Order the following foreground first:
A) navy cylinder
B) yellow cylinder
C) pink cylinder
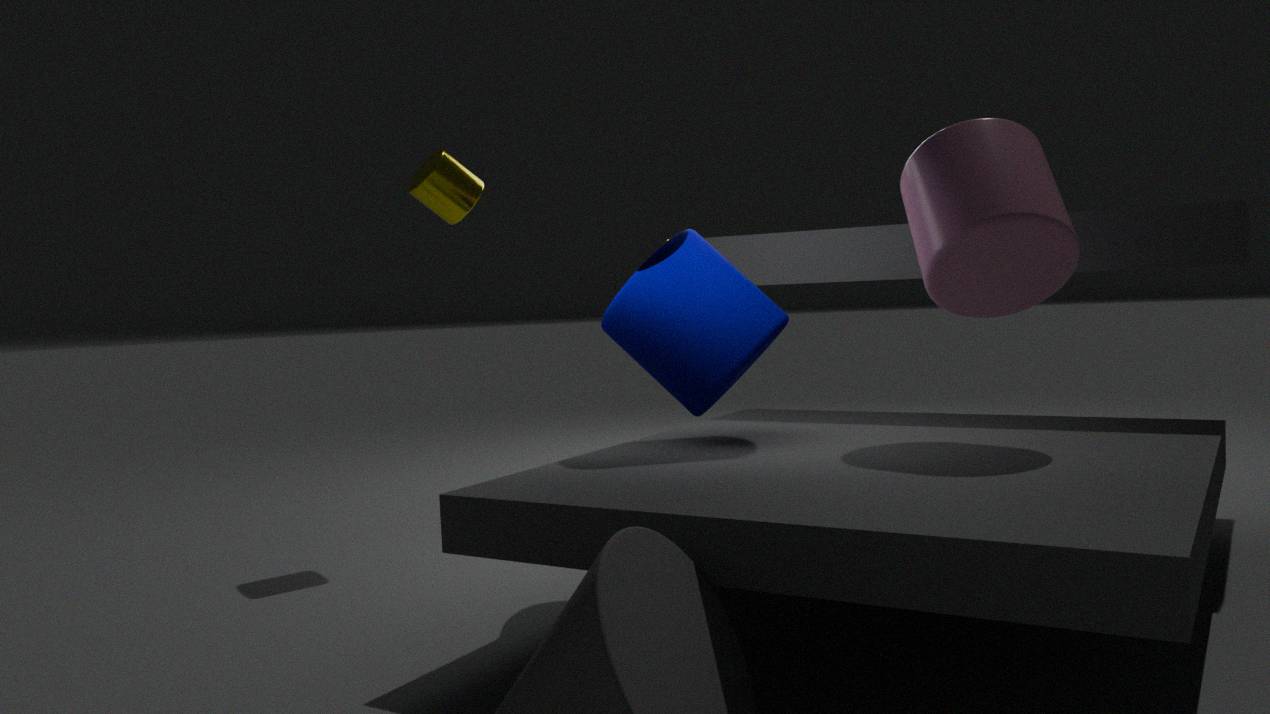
C. pink cylinder
A. navy cylinder
B. yellow cylinder
